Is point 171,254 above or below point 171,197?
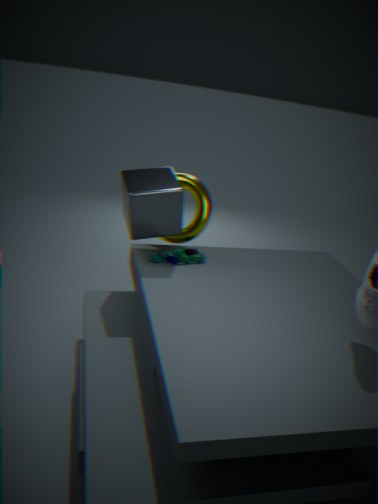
below
